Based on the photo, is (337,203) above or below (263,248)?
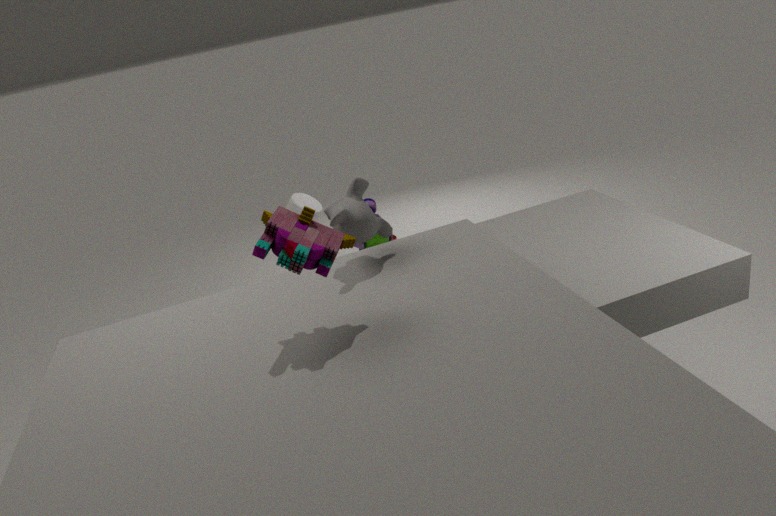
below
